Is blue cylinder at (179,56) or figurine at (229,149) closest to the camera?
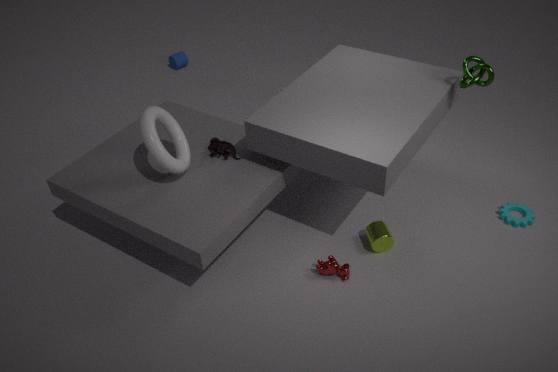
figurine at (229,149)
